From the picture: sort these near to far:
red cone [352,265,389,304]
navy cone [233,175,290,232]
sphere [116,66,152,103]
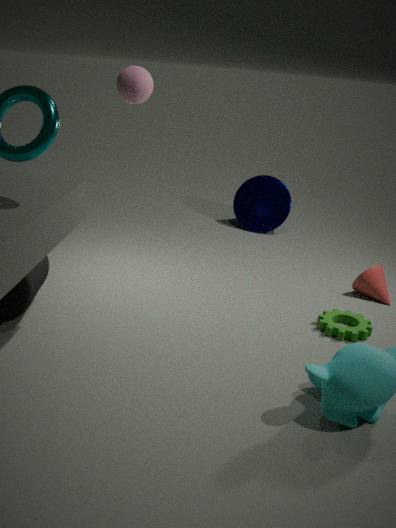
sphere [116,66,152,103]
red cone [352,265,389,304]
navy cone [233,175,290,232]
